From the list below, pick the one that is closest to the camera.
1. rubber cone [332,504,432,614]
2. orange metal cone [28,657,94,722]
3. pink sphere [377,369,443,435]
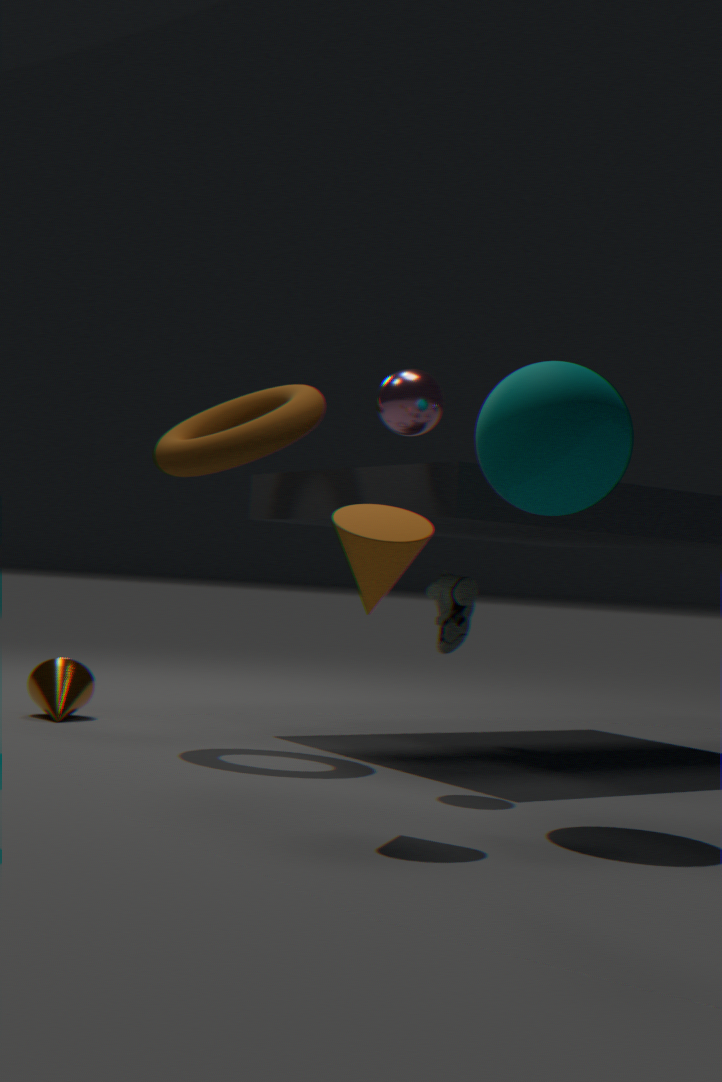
rubber cone [332,504,432,614]
